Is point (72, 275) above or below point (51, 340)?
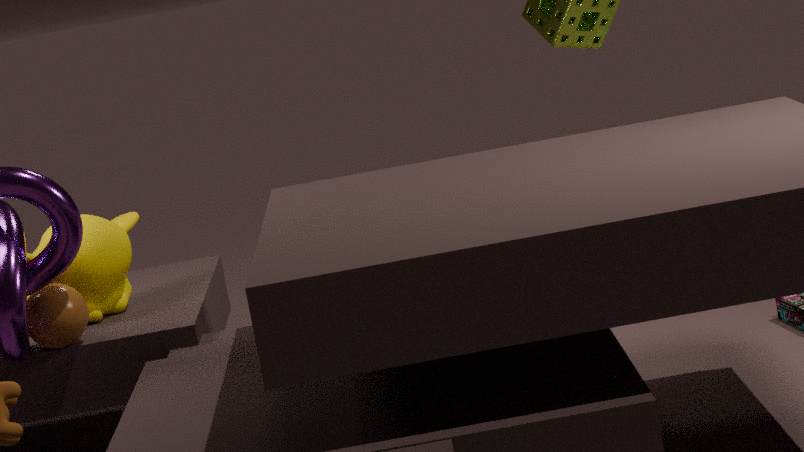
above
